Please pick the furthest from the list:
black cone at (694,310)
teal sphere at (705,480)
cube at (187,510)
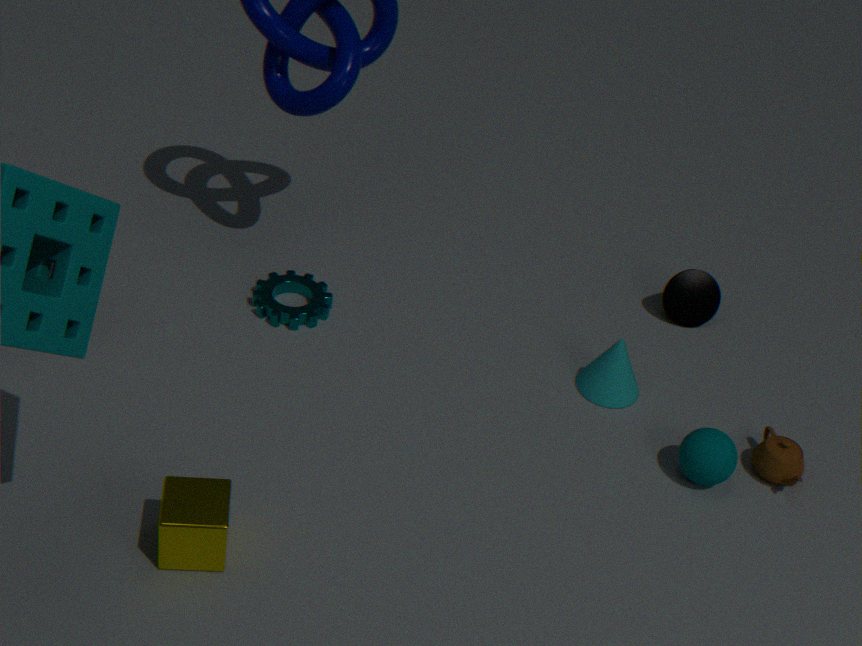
black cone at (694,310)
